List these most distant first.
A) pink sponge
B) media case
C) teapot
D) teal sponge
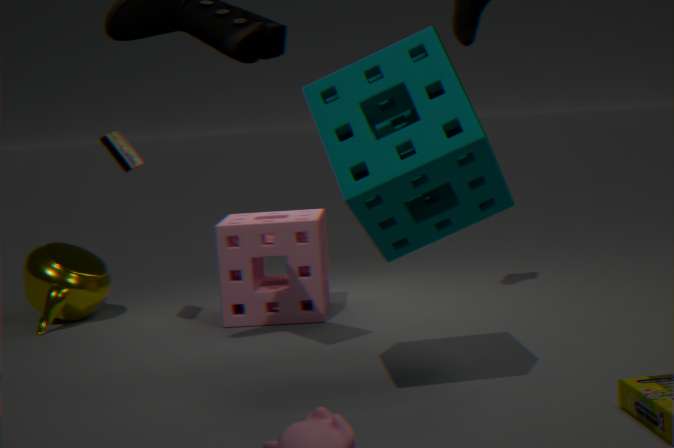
teapot
pink sponge
media case
teal sponge
